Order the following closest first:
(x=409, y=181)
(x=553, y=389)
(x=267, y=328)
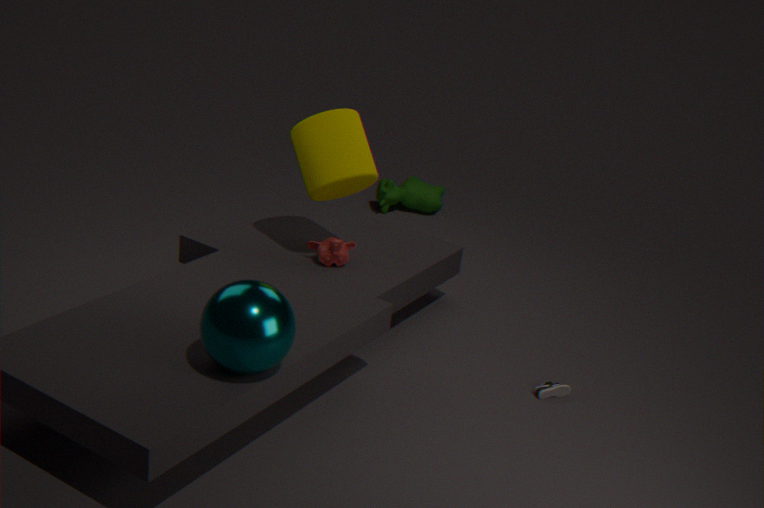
(x=267, y=328) < (x=553, y=389) < (x=409, y=181)
